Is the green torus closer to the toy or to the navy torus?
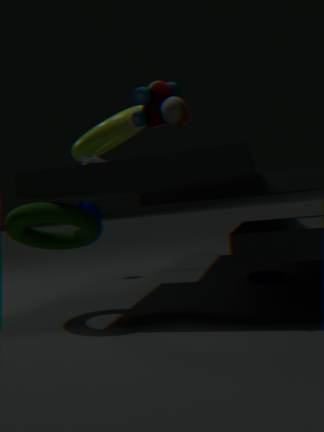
the toy
